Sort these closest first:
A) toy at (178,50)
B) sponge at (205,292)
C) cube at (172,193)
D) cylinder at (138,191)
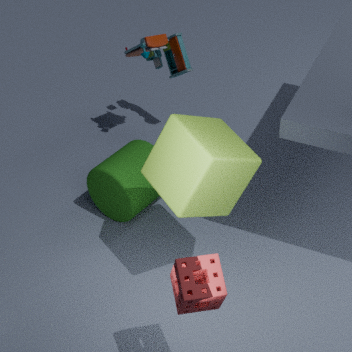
sponge at (205,292)
cube at (172,193)
cylinder at (138,191)
toy at (178,50)
